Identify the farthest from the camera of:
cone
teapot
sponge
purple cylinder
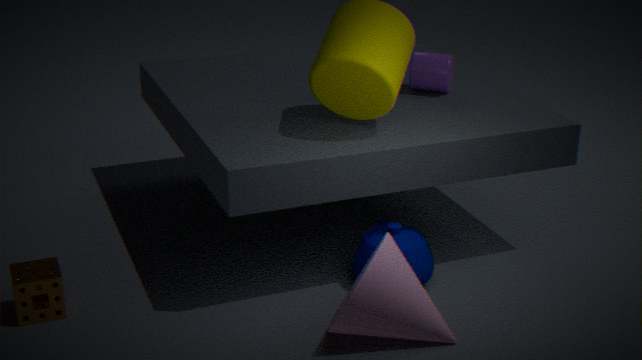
purple cylinder
